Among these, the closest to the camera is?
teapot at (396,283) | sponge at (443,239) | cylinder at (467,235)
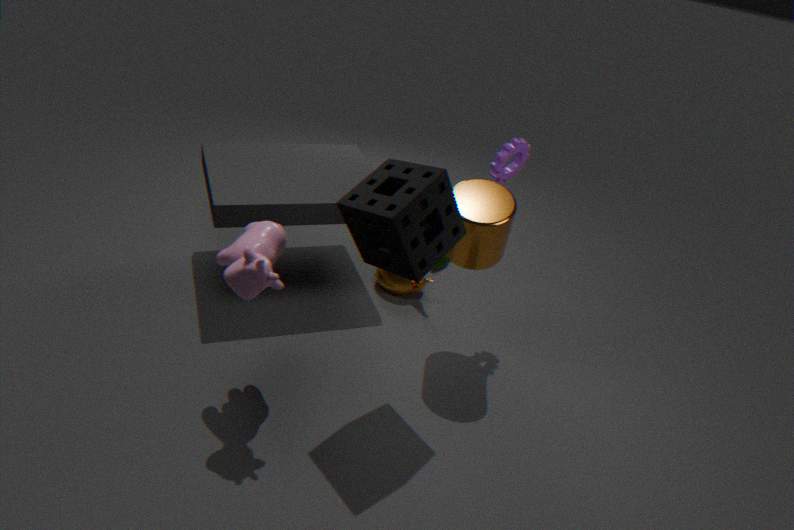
sponge at (443,239)
